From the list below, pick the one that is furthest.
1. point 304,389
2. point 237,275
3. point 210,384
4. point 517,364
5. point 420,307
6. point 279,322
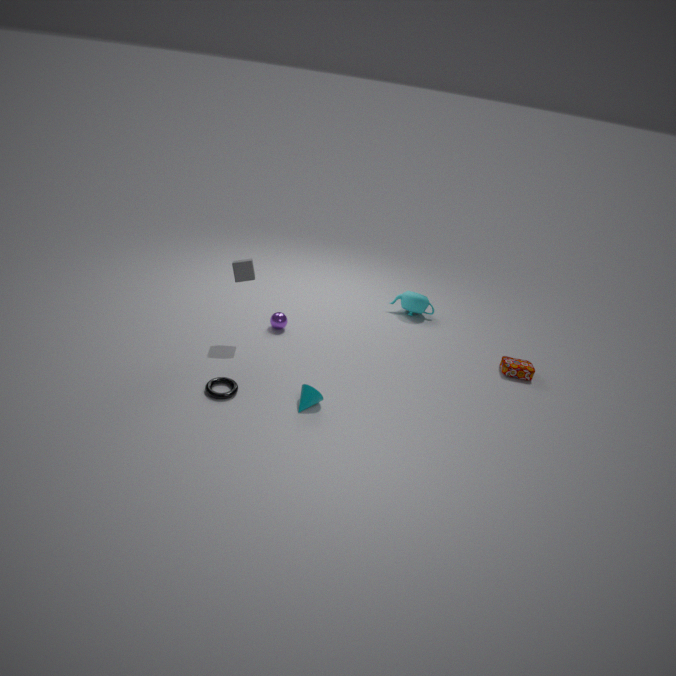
point 420,307
